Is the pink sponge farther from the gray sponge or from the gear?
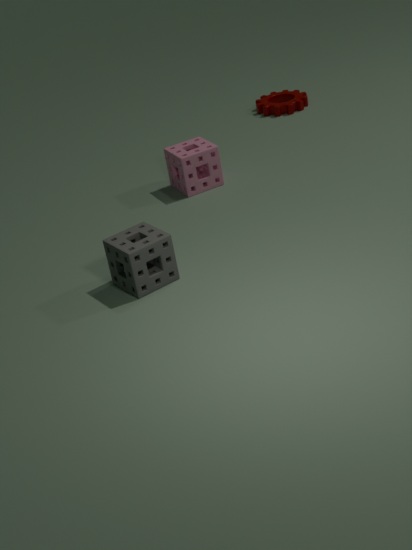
the gear
